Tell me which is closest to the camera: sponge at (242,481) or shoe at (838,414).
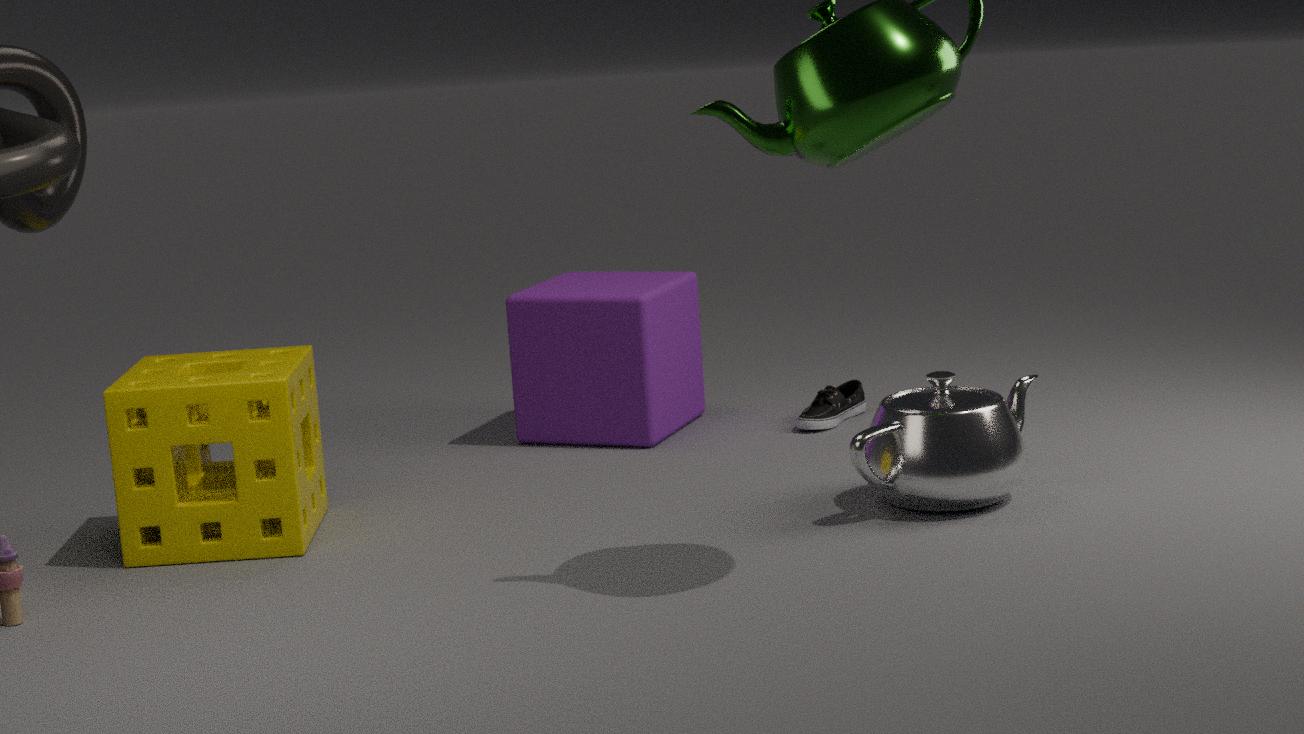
sponge at (242,481)
